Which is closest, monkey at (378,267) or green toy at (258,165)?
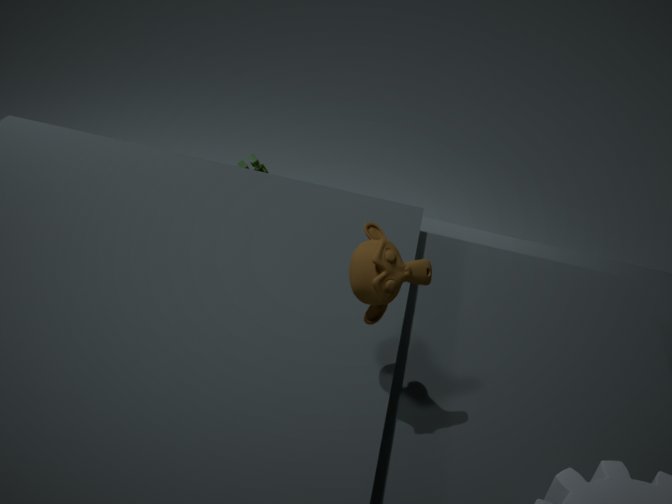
monkey at (378,267)
